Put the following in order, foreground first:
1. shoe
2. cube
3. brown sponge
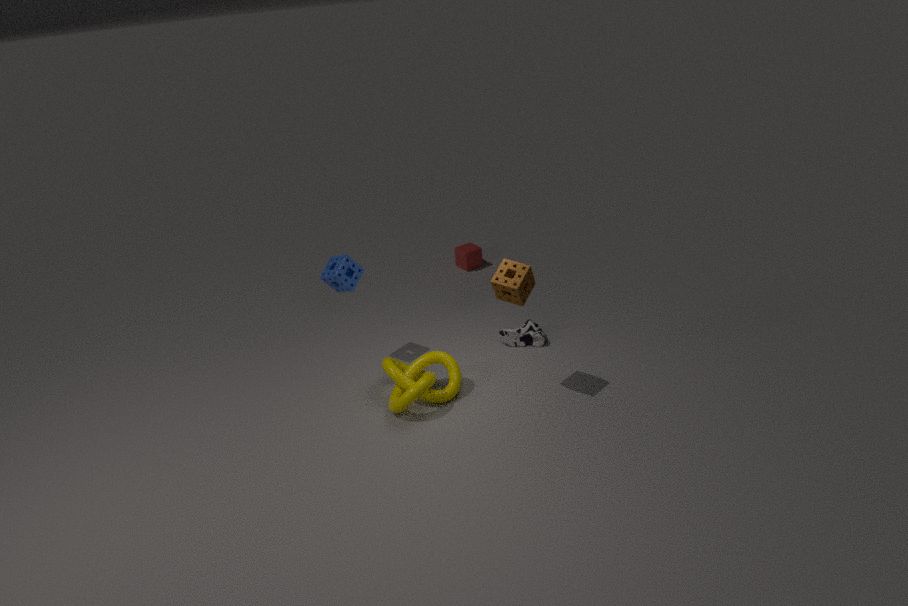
brown sponge, shoe, cube
